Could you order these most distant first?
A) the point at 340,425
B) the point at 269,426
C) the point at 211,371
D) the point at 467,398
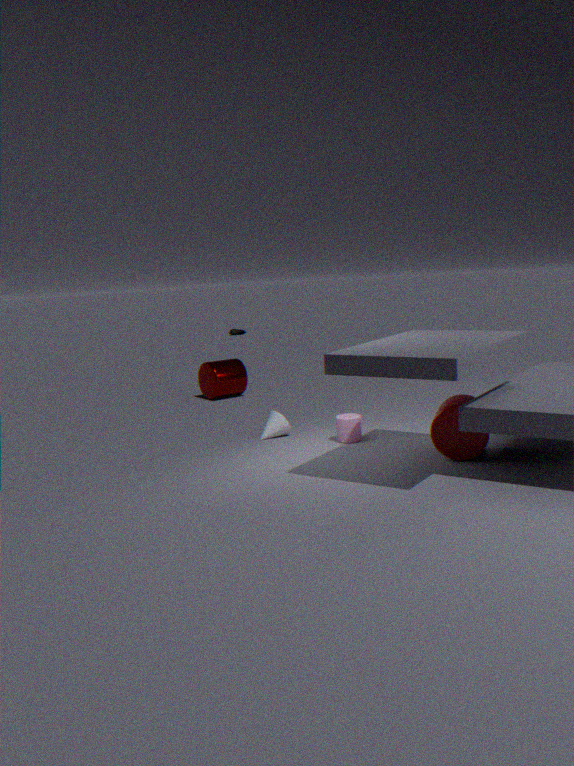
the point at 211,371, the point at 269,426, the point at 340,425, the point at 467,398
